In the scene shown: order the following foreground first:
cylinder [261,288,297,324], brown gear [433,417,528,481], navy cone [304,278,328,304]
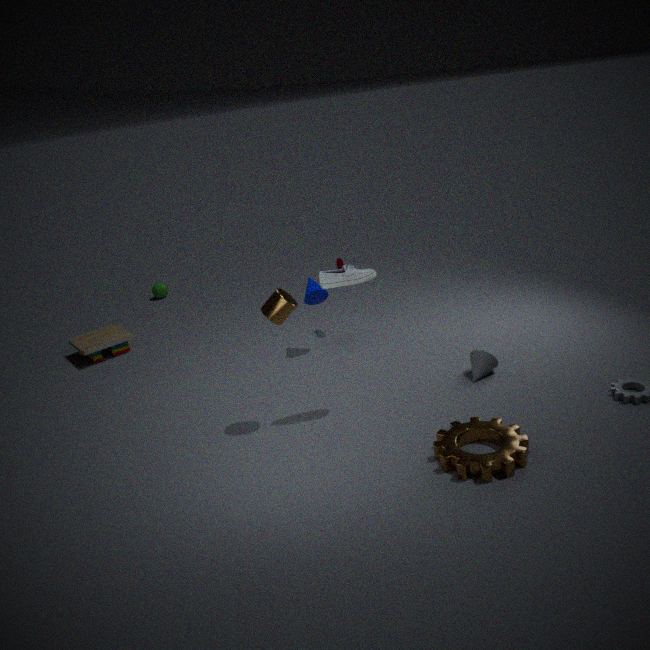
1. brown gear [433,417,528,481]
2. cylinder [261,288,297,324]
3. navy cone [304,278,328,304]
